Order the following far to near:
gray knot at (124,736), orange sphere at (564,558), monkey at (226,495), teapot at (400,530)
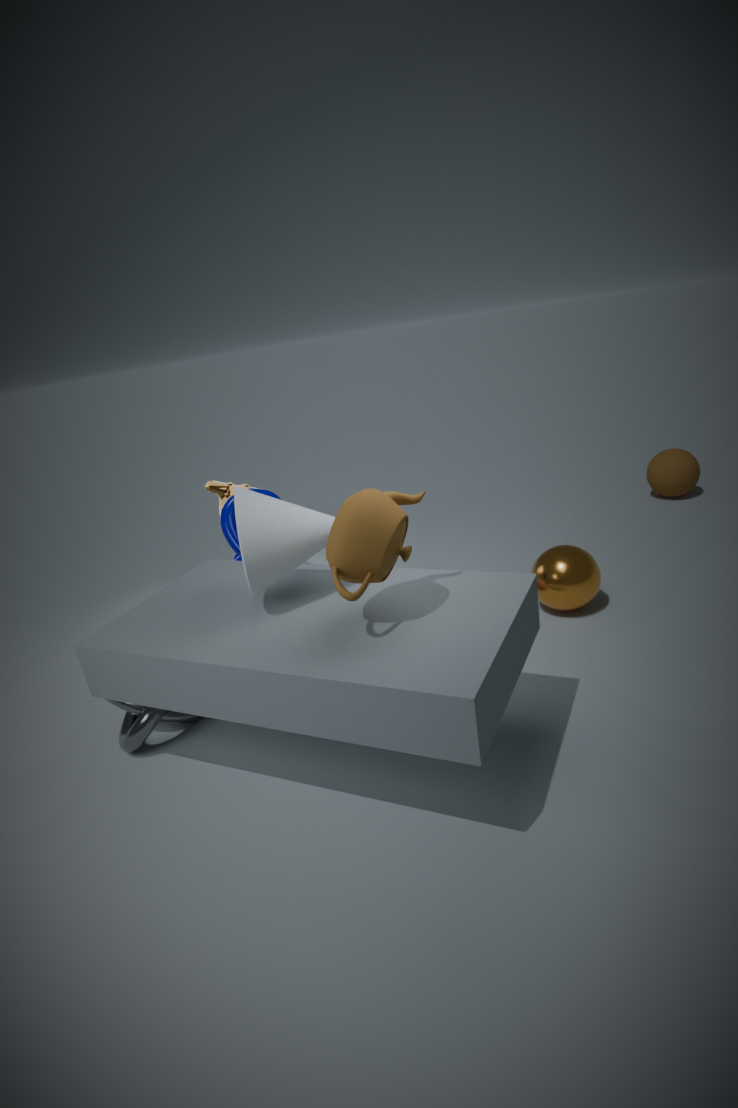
monkey at (226,495) < orange sphere at (564,558) < gray knot at (124,736) < teapot at (400,530)
